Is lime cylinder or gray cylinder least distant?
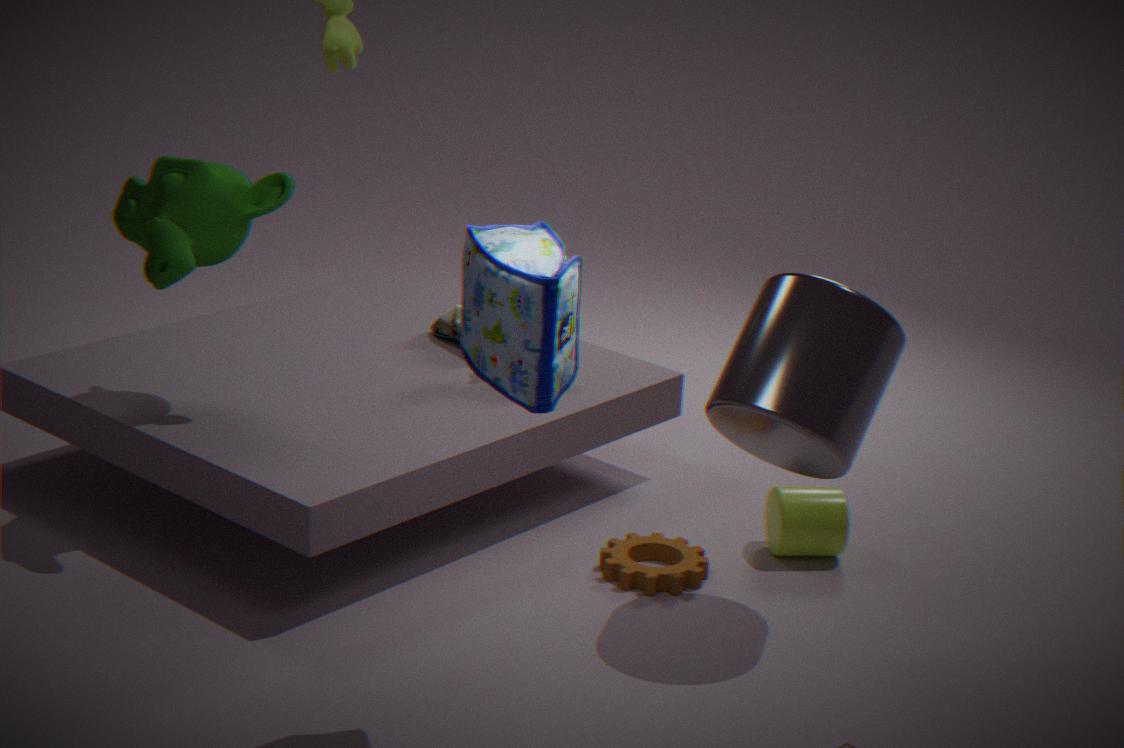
gray cylinder
